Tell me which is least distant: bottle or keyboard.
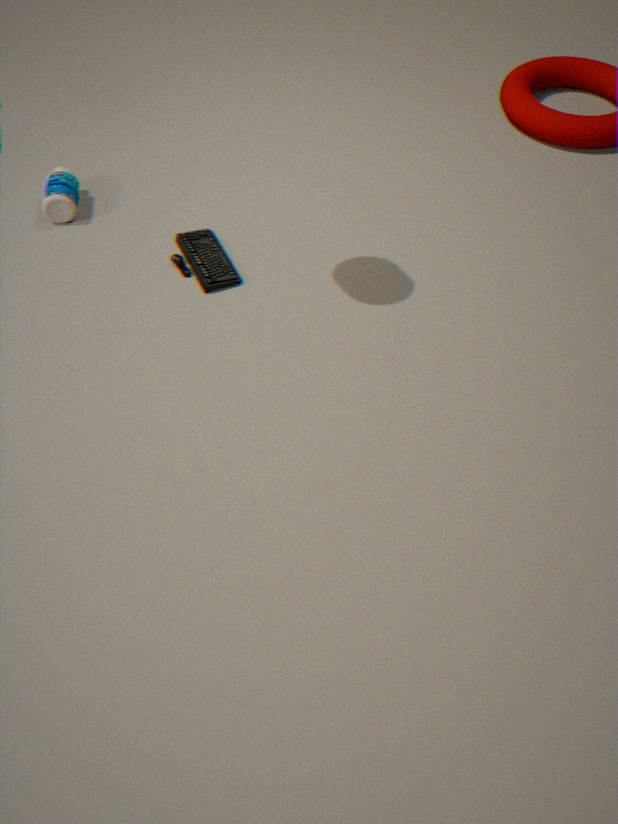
keyboard
